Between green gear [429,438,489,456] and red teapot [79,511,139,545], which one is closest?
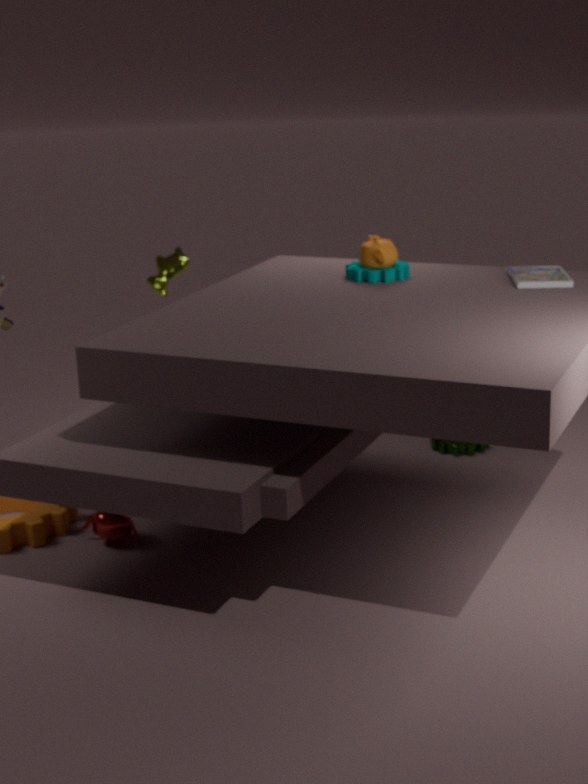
red teapot [79,511,139,545]
